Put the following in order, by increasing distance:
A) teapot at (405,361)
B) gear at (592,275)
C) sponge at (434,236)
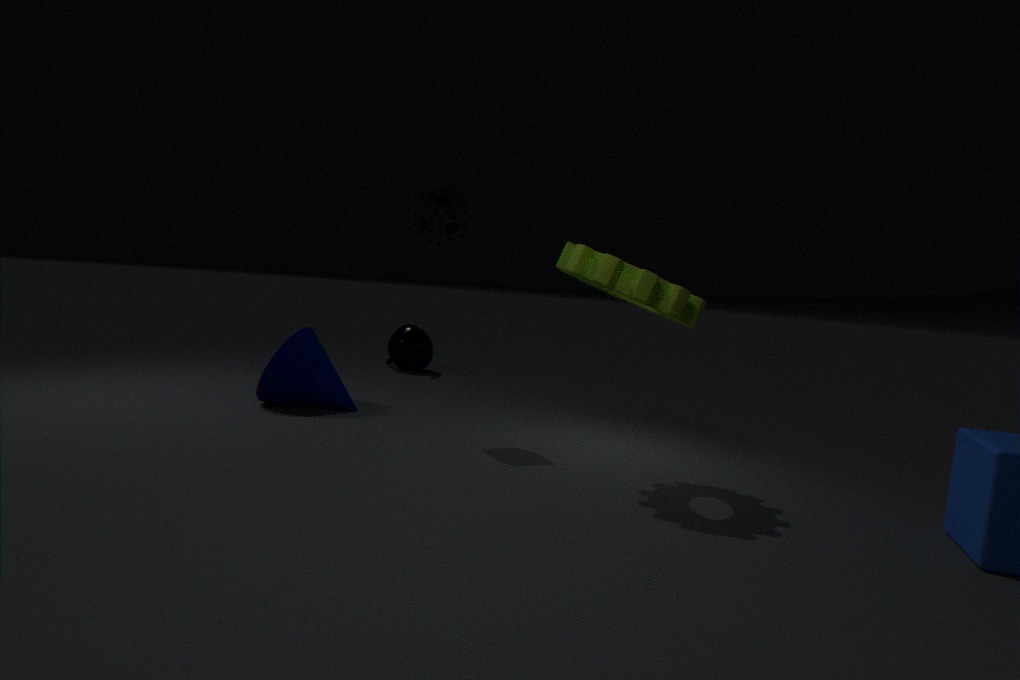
gear at (592,275), sponge at (434,236), teapot at (405,361)
